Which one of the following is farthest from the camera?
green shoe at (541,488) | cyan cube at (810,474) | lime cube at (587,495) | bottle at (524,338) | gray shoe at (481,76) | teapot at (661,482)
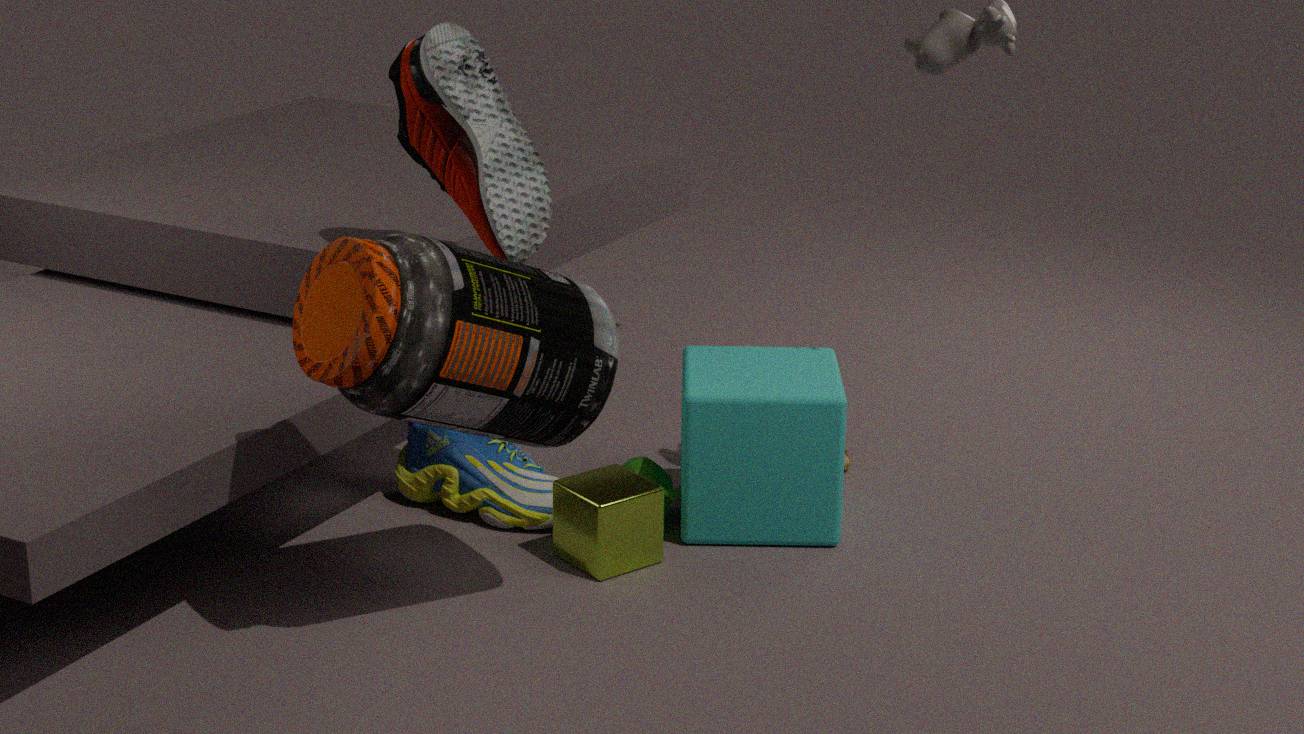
green shoe at (541,488)
